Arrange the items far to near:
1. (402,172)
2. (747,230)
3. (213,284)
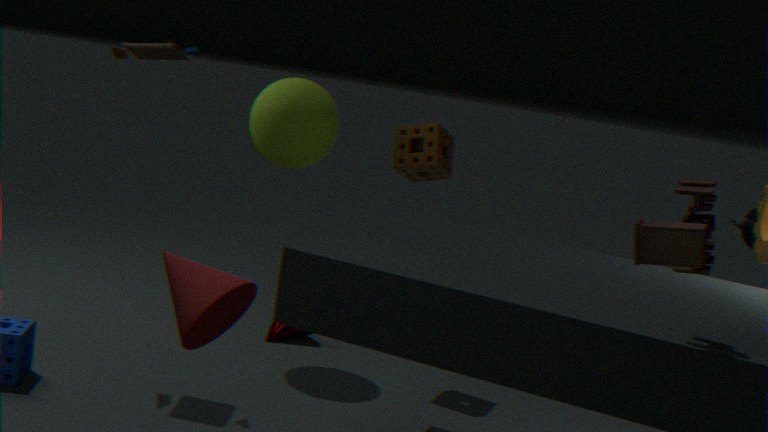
1. (402,172)
2. (747,230)
3. (213,284)
